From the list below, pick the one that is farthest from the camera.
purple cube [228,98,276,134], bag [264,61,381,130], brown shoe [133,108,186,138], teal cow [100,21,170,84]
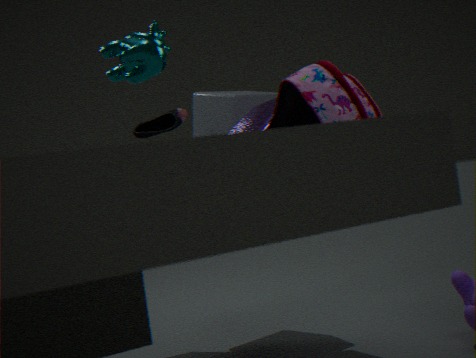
brown shoe [133,108,186,138]
